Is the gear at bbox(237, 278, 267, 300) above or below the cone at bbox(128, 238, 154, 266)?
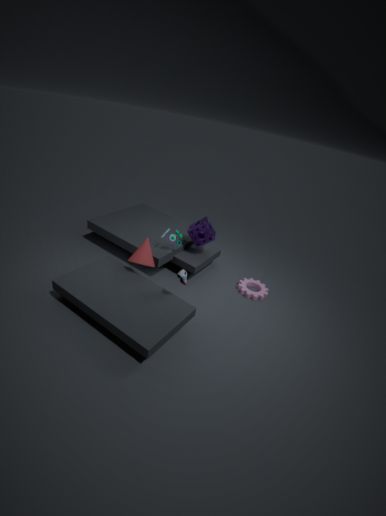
below
